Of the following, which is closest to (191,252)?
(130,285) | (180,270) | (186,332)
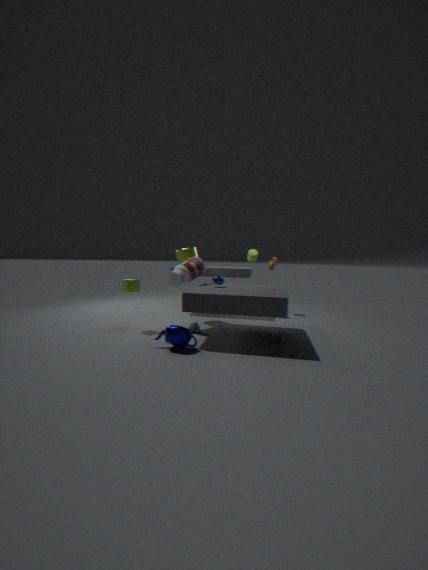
(180,270)
